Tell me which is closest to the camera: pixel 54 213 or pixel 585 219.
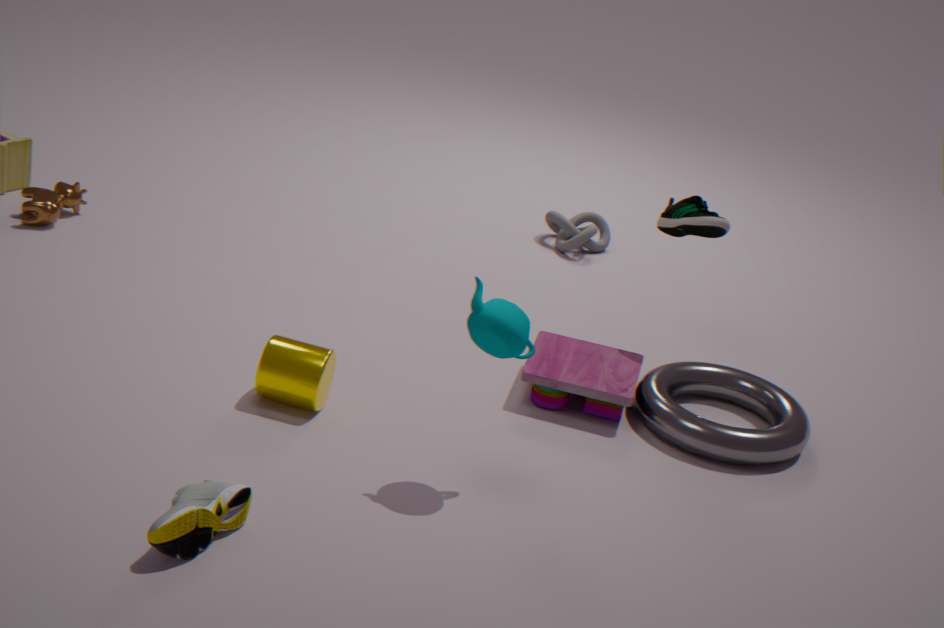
pixel 54 213
